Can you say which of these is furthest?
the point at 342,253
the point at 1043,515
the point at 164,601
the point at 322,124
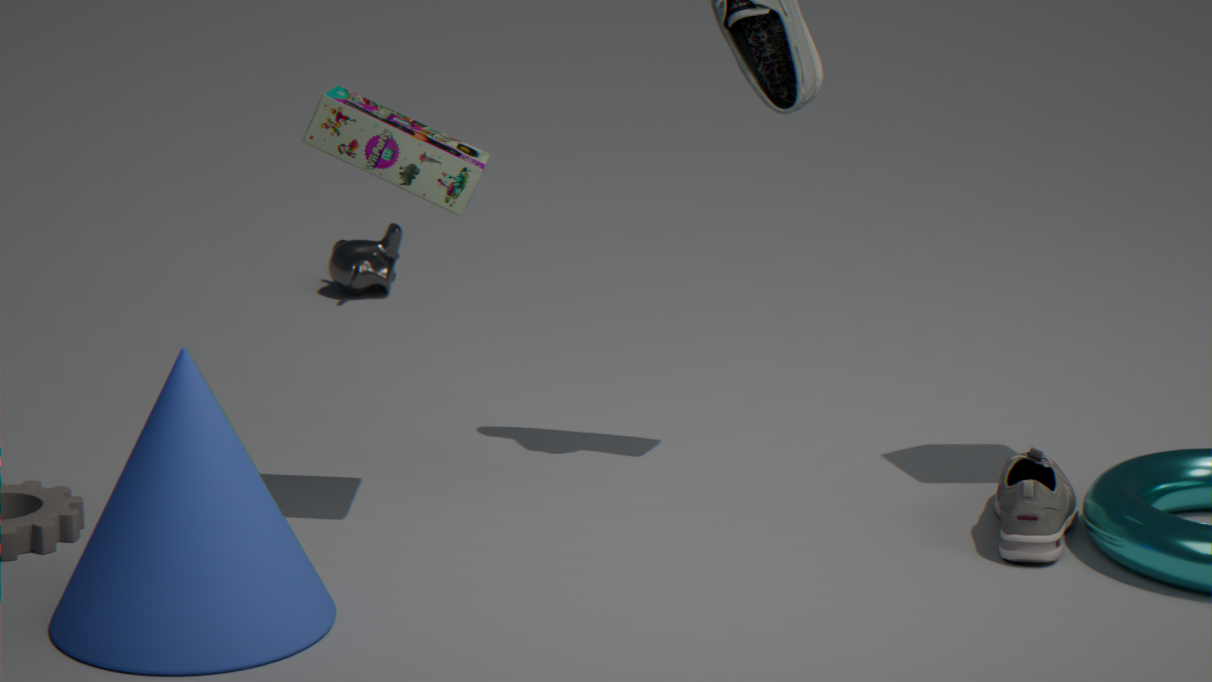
the point at 342,253
